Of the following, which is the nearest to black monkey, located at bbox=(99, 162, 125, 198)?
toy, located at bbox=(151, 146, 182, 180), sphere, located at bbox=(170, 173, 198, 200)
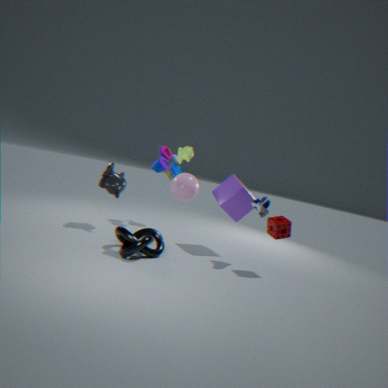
toy, located at bbox=(151, 146, 182, 180)
